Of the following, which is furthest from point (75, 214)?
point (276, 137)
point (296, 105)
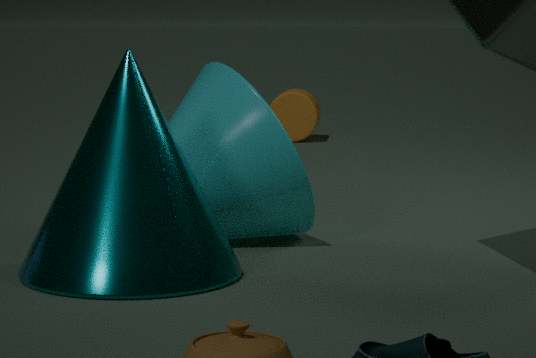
point (296, 105)
